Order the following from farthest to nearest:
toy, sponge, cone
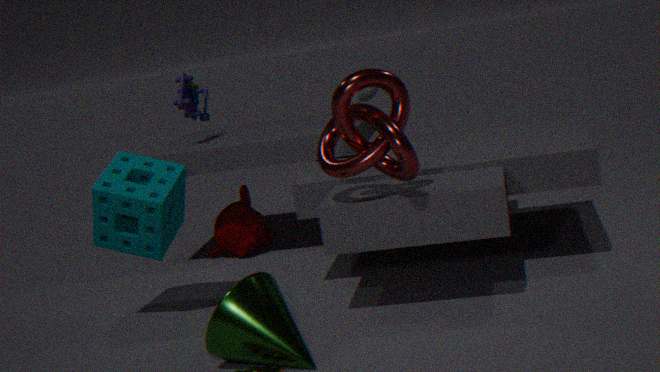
toy, sponge, cone
